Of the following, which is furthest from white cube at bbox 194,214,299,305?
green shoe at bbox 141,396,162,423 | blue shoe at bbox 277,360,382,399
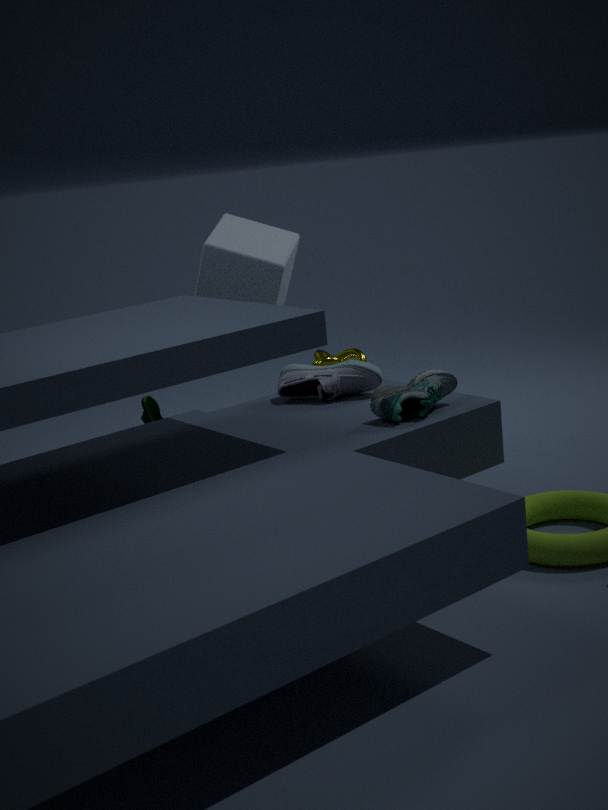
green shoe at bbox 141,396,162,423
